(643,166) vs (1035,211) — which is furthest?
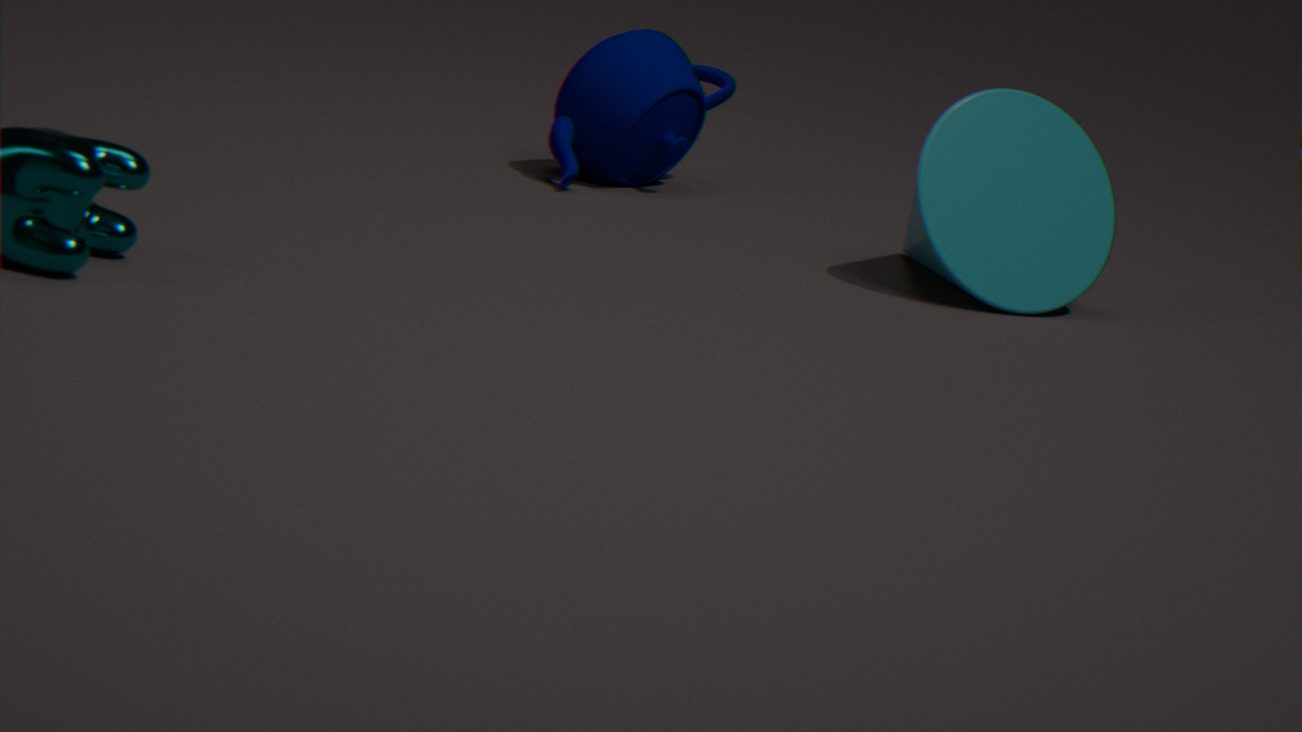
(643,166)
